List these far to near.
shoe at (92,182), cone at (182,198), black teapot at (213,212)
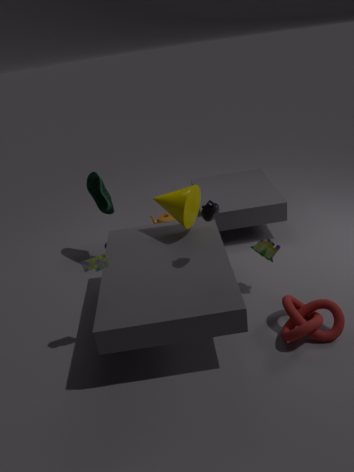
shoe at (92,182)
cone at (182,198)
black teapot at (213,212)
